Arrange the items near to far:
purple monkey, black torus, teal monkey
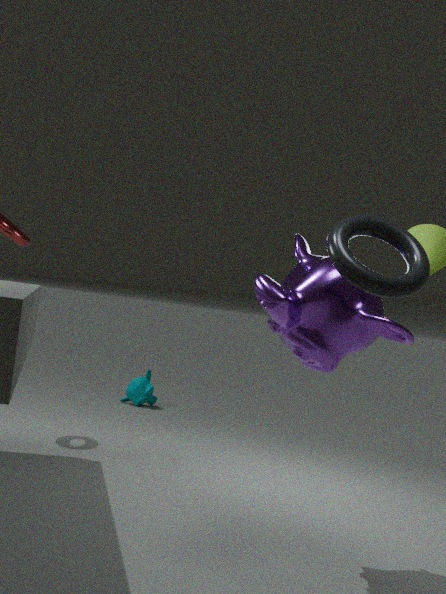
black torus < purple monkey < teal monkey
